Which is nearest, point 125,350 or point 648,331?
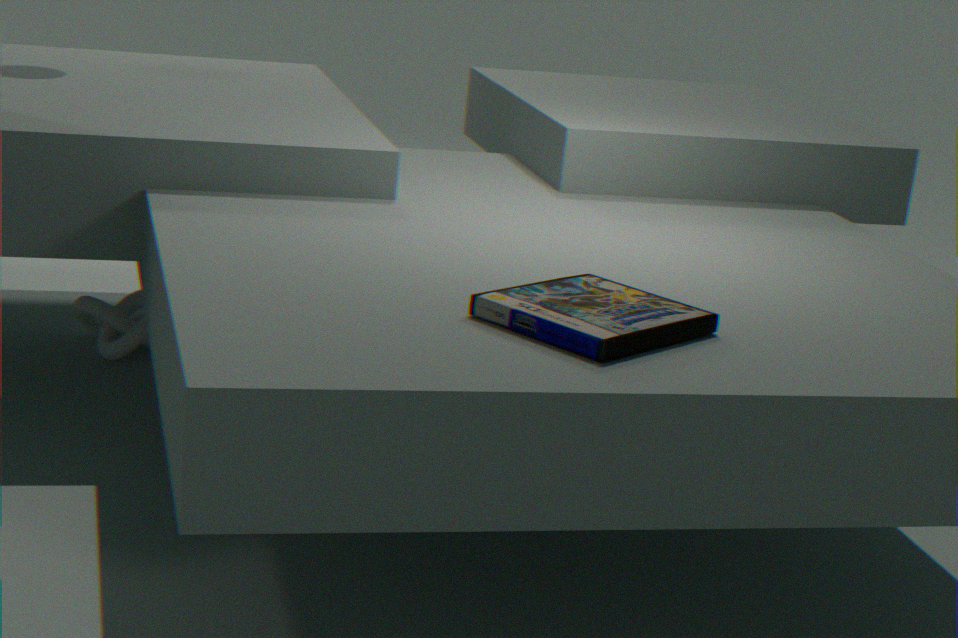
point 648,331
